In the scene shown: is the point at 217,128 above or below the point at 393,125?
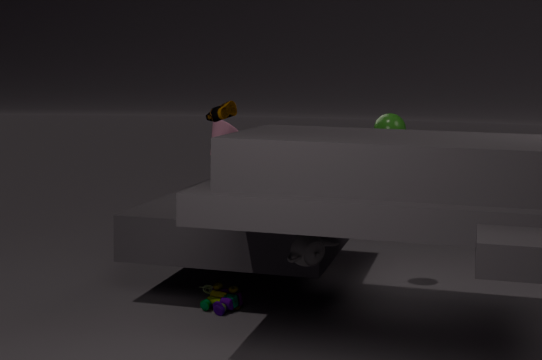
below
